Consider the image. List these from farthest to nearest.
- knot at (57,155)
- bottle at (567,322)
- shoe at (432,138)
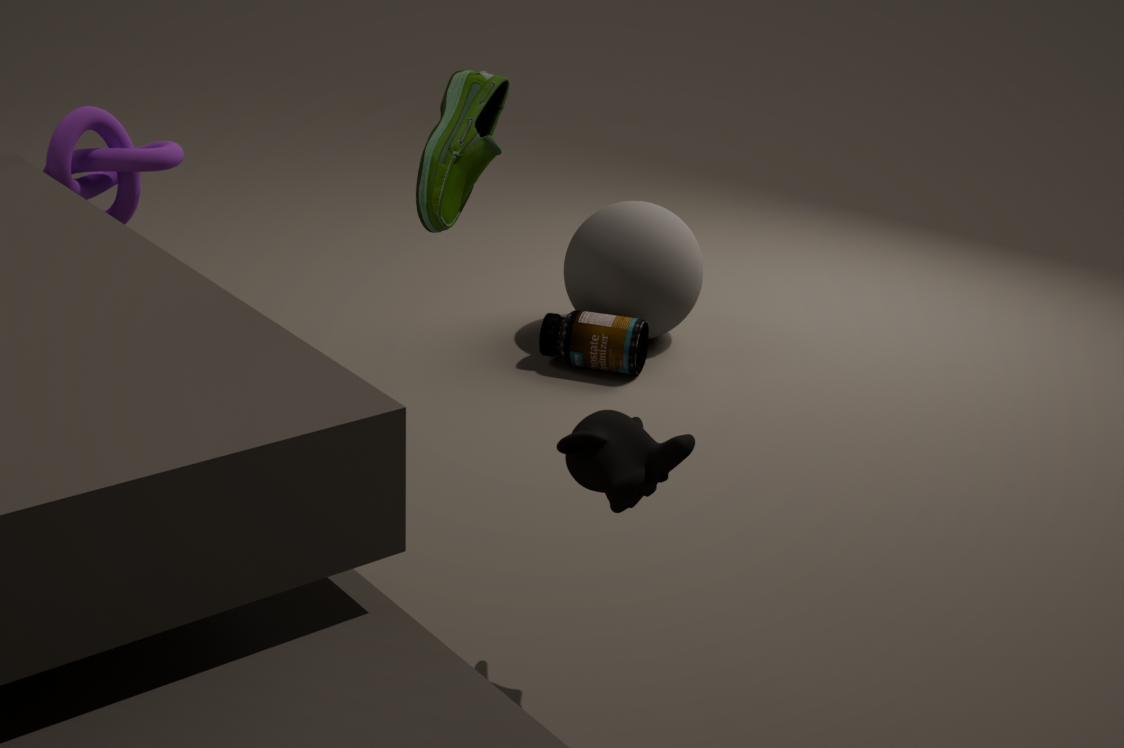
bottle at (567,322)
knot at (57,155)
shoe at (432,138)
